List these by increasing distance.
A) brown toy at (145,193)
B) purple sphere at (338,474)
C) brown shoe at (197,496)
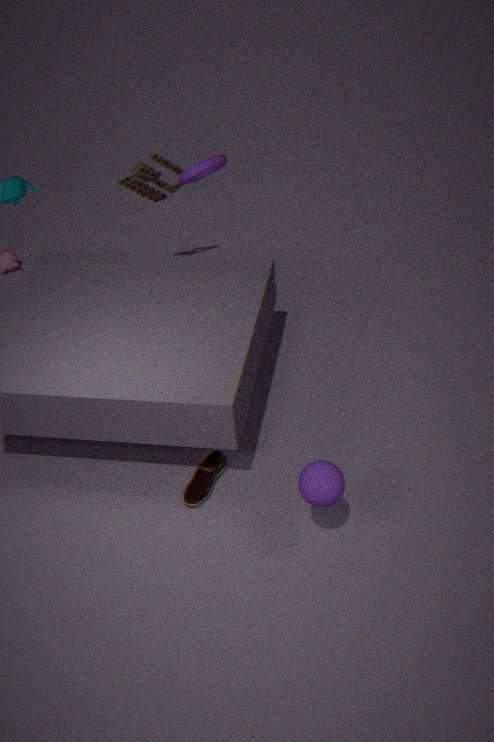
purple sphere at (338,474) < brown shoe at (197,496) < brown toy at (145,193)
